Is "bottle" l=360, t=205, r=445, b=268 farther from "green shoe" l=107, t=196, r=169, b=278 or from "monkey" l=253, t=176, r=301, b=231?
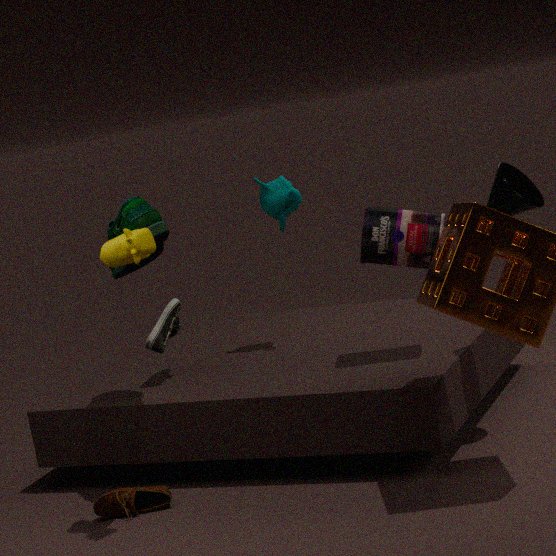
"green shoe" l=107, t=196, r=169, b=278
